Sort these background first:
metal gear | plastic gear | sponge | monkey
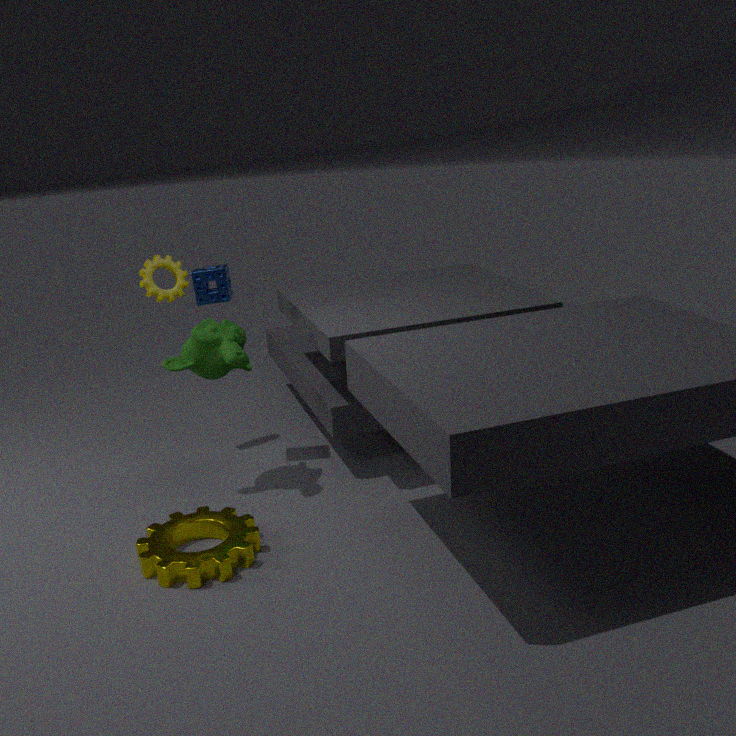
plastic gear < sponge < monkey < metal gear
